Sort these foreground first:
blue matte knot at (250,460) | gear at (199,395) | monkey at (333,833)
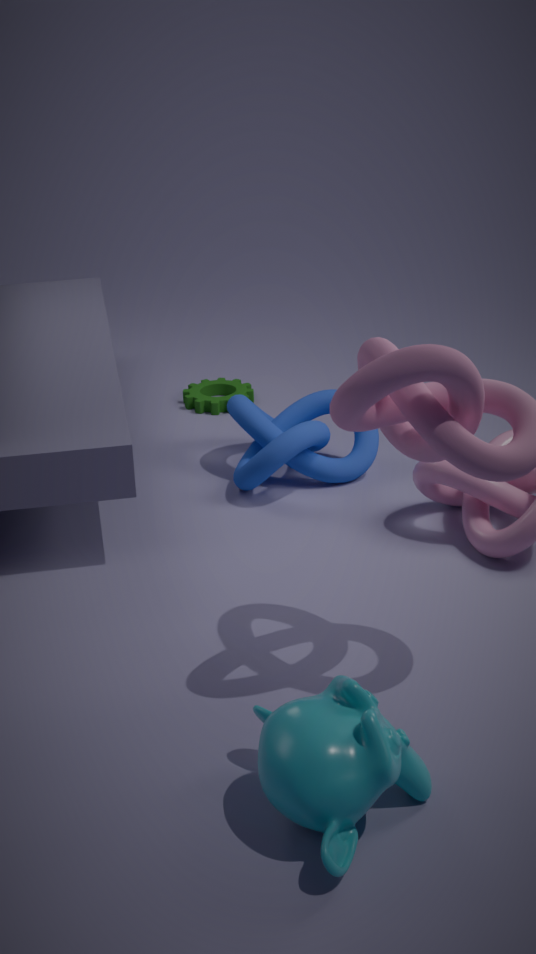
1. monkey at (333,833)
2. blue matte knot at (250,460)
3. gear at (199,395)
